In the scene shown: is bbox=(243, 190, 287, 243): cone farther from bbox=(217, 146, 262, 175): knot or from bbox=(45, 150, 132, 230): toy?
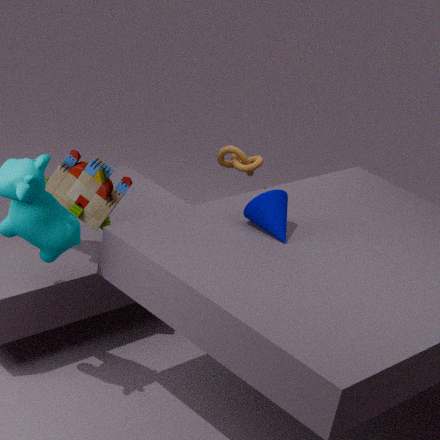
bbox=(217, 146, 262, 175): knot
